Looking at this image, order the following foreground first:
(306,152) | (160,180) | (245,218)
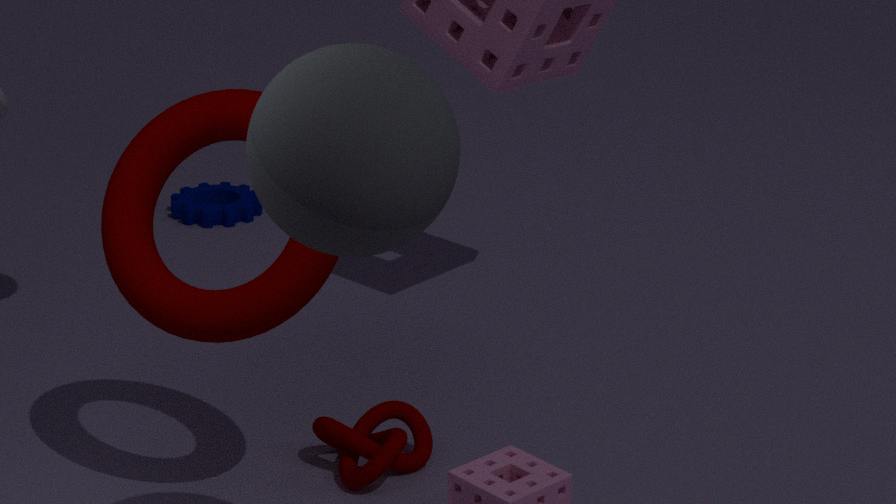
(306,152) → (160,180) → (245,218)
